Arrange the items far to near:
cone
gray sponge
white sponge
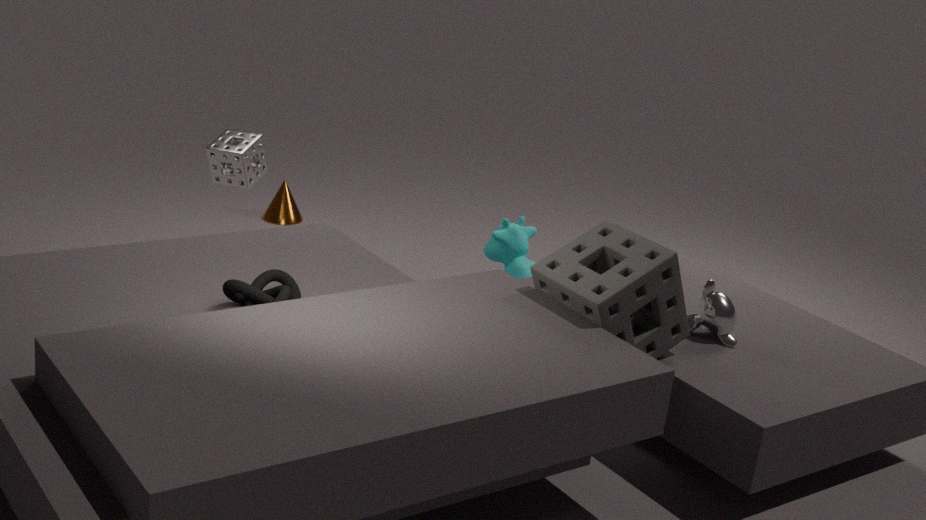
1. cone
2. white sponge
3. gray sponge
